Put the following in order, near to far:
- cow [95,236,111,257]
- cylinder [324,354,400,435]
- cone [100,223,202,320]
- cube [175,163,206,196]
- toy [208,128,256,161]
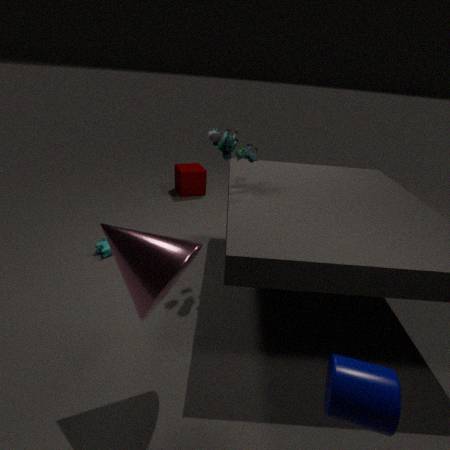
cylinder [324,354,400,435] → cone [100,223,202,320] → toy [208,128,256,161] → cow [95,236,111,257] → cube [175,163,206,196]
